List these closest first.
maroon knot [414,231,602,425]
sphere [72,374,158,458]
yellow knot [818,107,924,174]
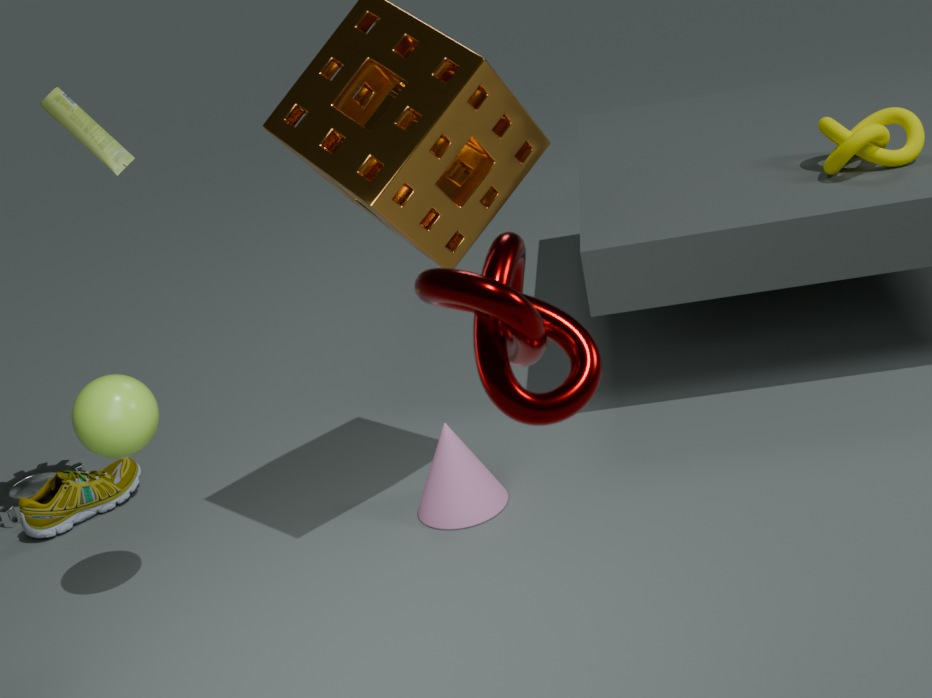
maroon knot [414,231,602,425], sphere [72,374,158,458], yellow knot [818,107,924,174]
